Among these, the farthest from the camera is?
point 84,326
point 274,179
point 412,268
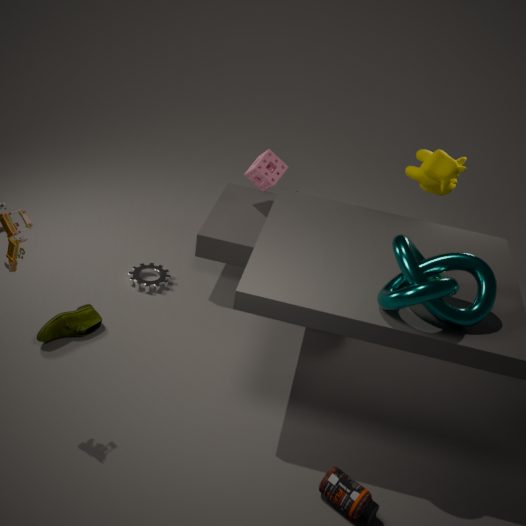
point 274,179
